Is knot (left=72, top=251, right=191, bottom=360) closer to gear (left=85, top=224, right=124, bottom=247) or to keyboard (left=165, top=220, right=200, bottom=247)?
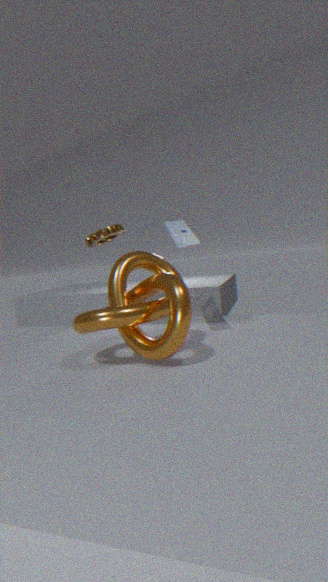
keyboard (left=165, top=220, right=200, bottom=247)
